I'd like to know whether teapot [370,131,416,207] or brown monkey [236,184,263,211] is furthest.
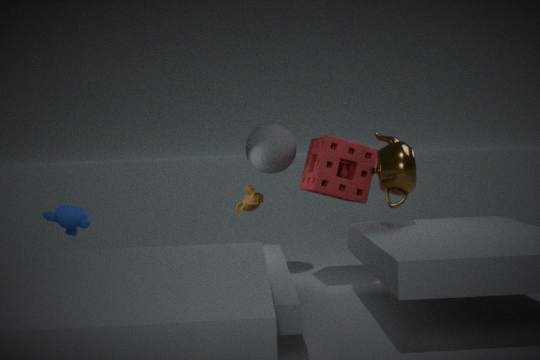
brown monkey [236,184,263,211]
